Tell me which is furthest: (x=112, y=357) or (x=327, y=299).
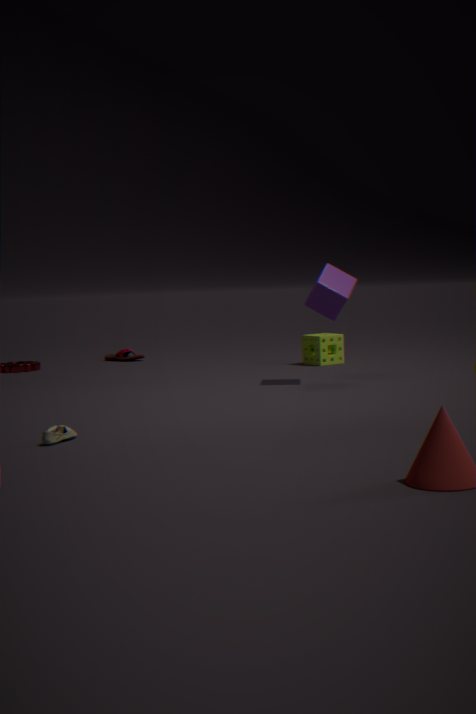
(x=112, y=357)
